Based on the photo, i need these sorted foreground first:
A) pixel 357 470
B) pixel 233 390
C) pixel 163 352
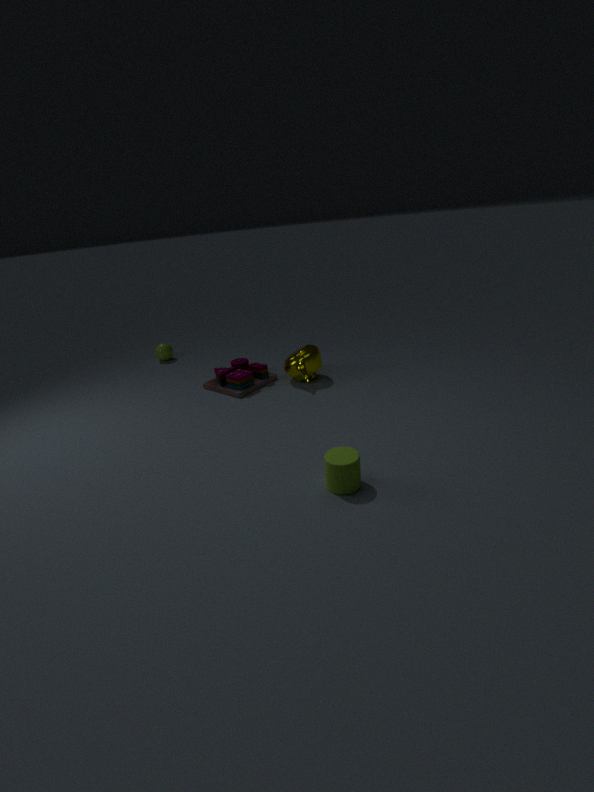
pixel 357 470 < pixel 233 390 < pixel 163 352
